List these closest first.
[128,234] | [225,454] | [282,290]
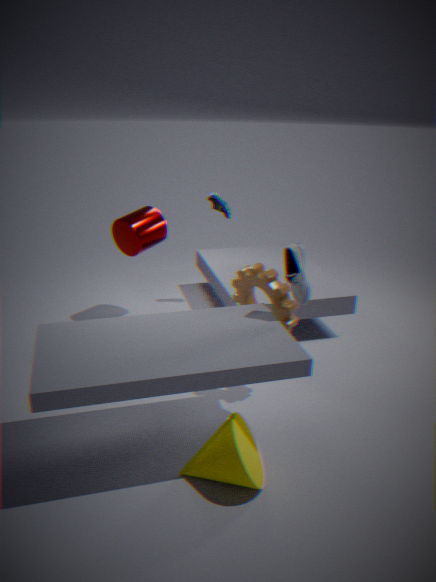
[225,454] → [282,290] → [128,234]
